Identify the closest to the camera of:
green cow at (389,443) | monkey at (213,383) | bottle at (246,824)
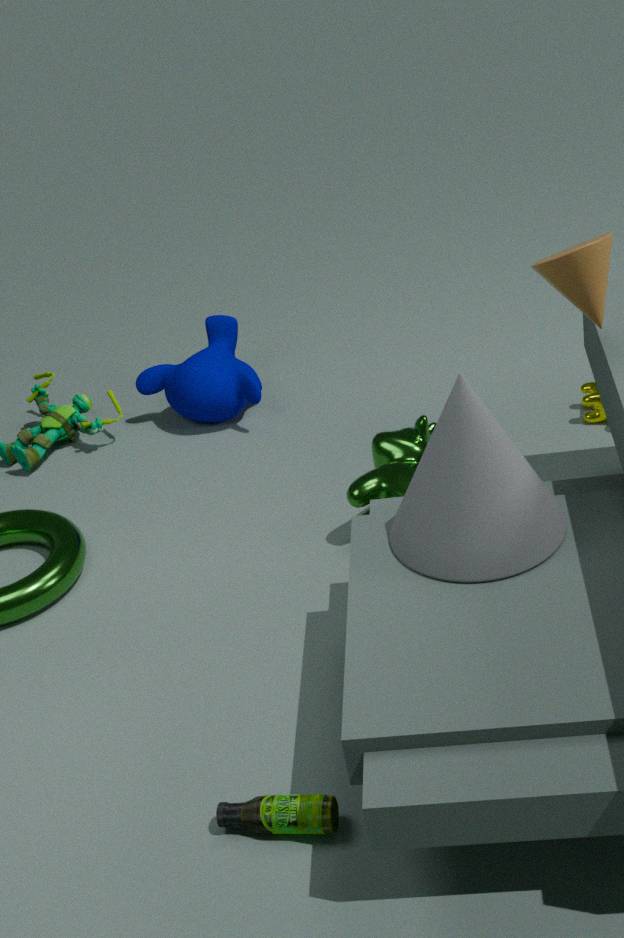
bottle at (246,824)
